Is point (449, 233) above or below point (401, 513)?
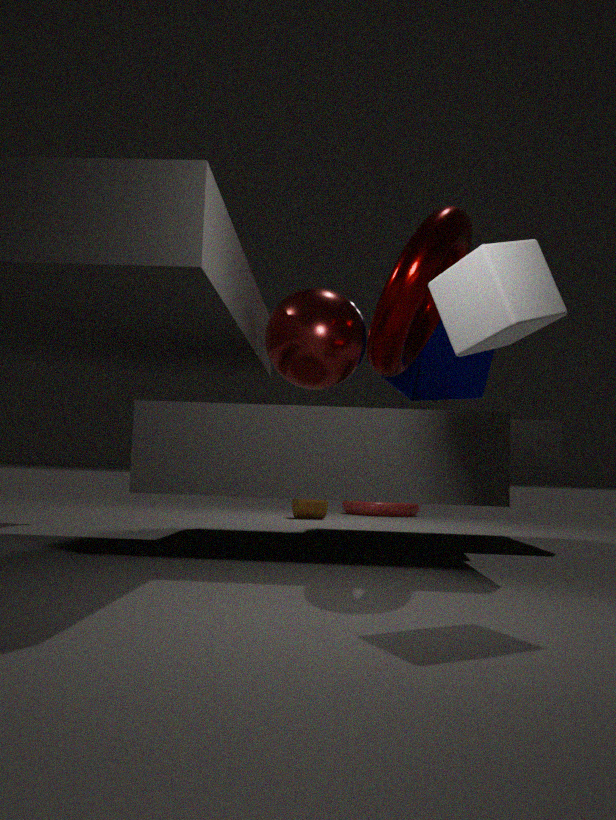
above
